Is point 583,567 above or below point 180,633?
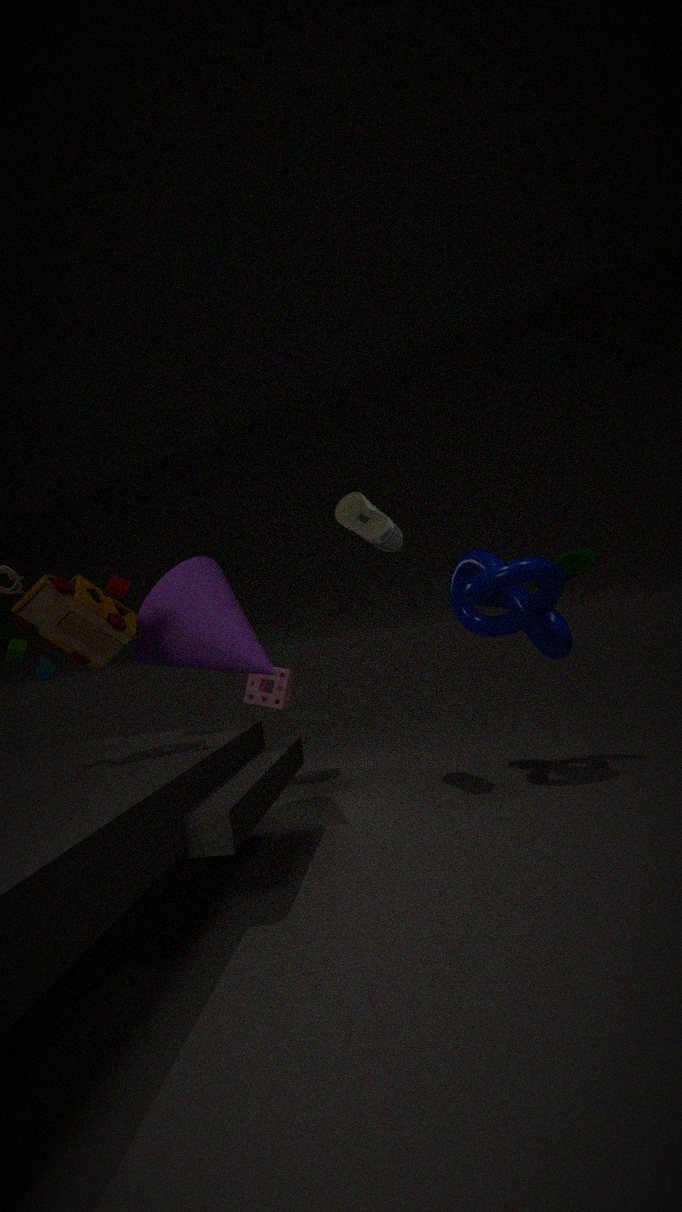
above
